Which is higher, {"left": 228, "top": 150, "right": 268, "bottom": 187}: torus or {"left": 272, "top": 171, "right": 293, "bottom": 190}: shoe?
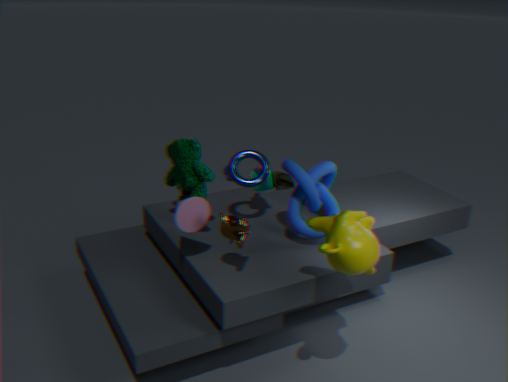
{"left": 228, "top": 150, "right": 268, "bottom": 187}: torus
